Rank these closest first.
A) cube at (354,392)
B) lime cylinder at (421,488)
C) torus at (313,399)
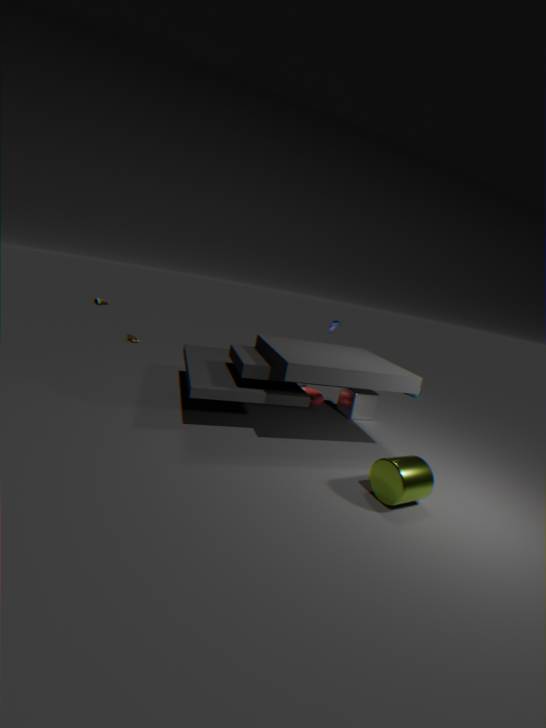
lime cylinder at (421,488) → cube at (354,392) → torus at (313,399)
